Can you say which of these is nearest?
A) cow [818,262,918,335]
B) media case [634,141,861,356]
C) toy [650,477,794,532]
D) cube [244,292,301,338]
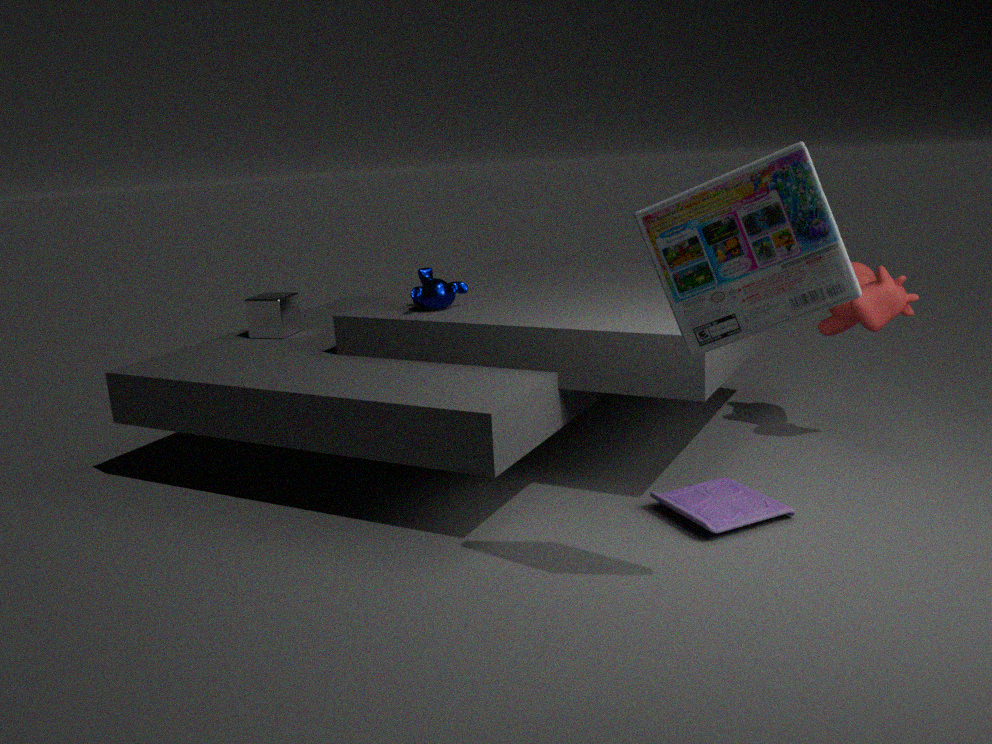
media case [634,141,861,356]
